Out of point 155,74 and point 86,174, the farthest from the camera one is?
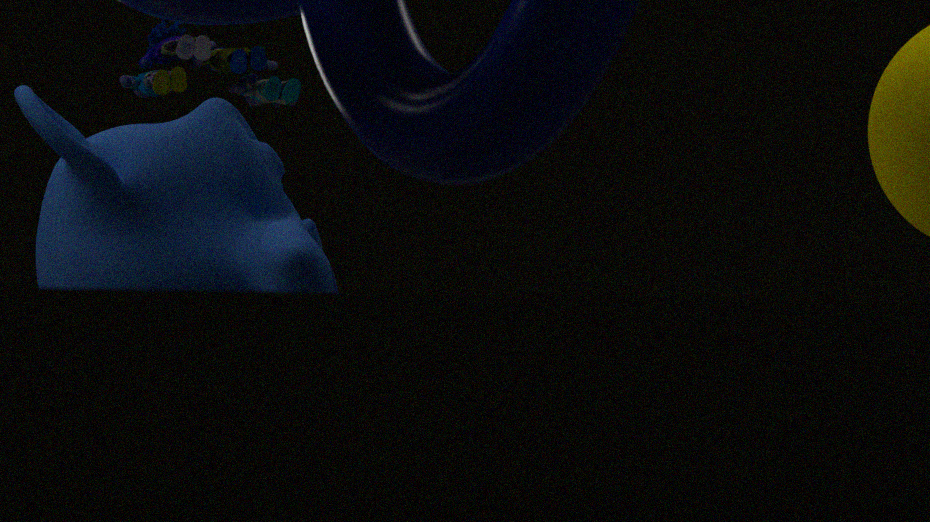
point 155,74
